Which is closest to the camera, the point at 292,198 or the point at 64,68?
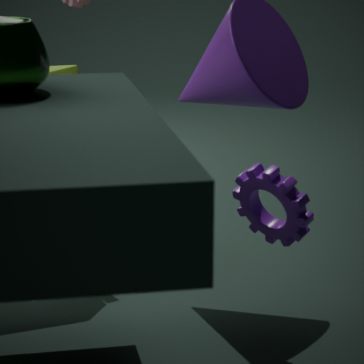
the point at 292,198
